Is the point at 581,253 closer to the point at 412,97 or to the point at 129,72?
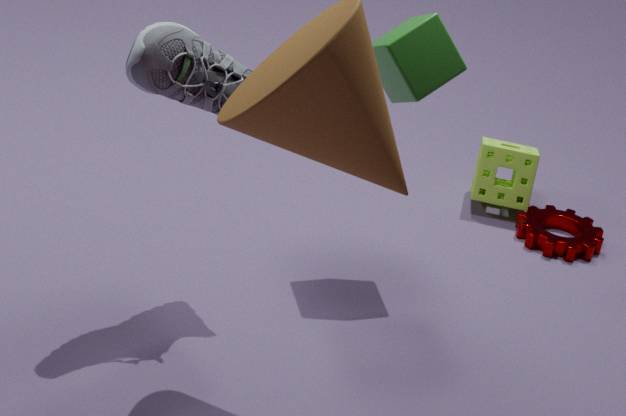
the point at 412,97
